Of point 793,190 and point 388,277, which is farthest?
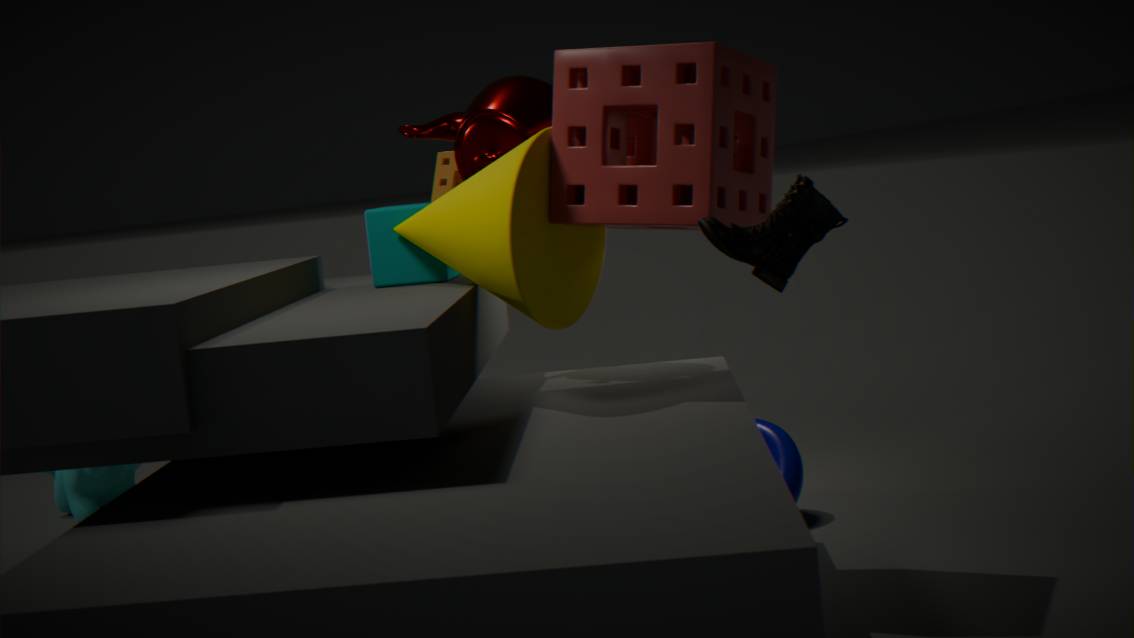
point 388,277
